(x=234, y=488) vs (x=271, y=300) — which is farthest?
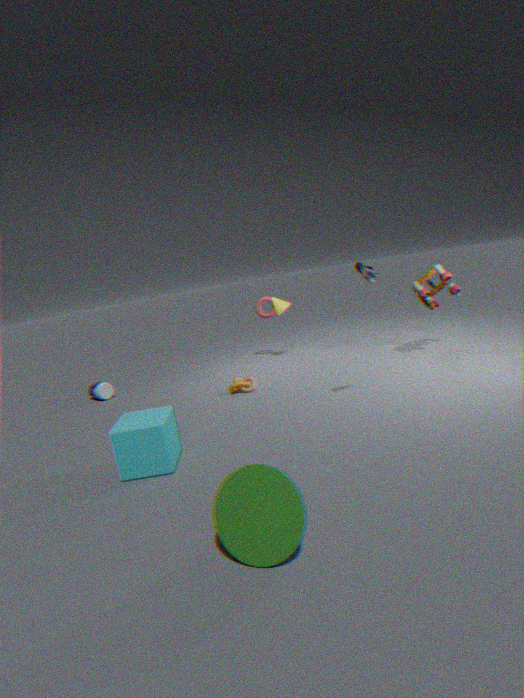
(x=271, y=300)
